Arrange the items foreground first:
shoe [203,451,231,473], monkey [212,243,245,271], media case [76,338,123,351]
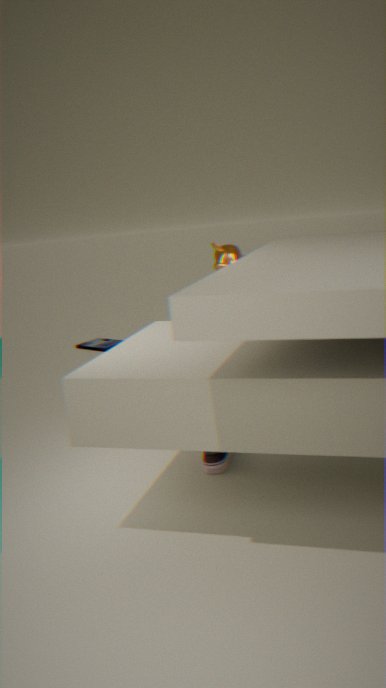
1. shoe [203,451,231,473]
2. monkey [212,243,245,271]
3. media case [76,338,123,351]
